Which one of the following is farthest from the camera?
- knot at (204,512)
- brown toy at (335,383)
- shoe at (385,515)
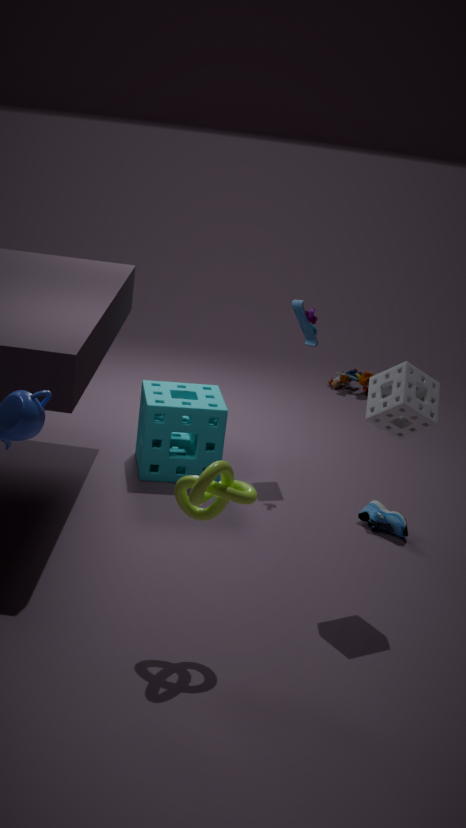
brown toy at (335,383)
